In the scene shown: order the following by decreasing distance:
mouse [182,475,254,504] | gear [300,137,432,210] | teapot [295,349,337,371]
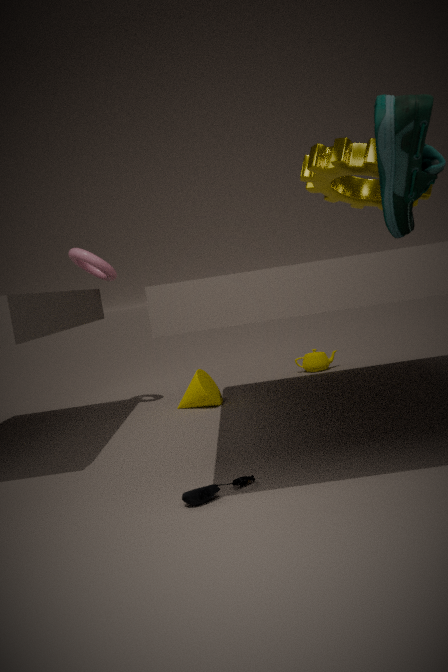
teapot [295,349,337,371] < gear [300,137,432,210] < mouse [182,475,254,504]
